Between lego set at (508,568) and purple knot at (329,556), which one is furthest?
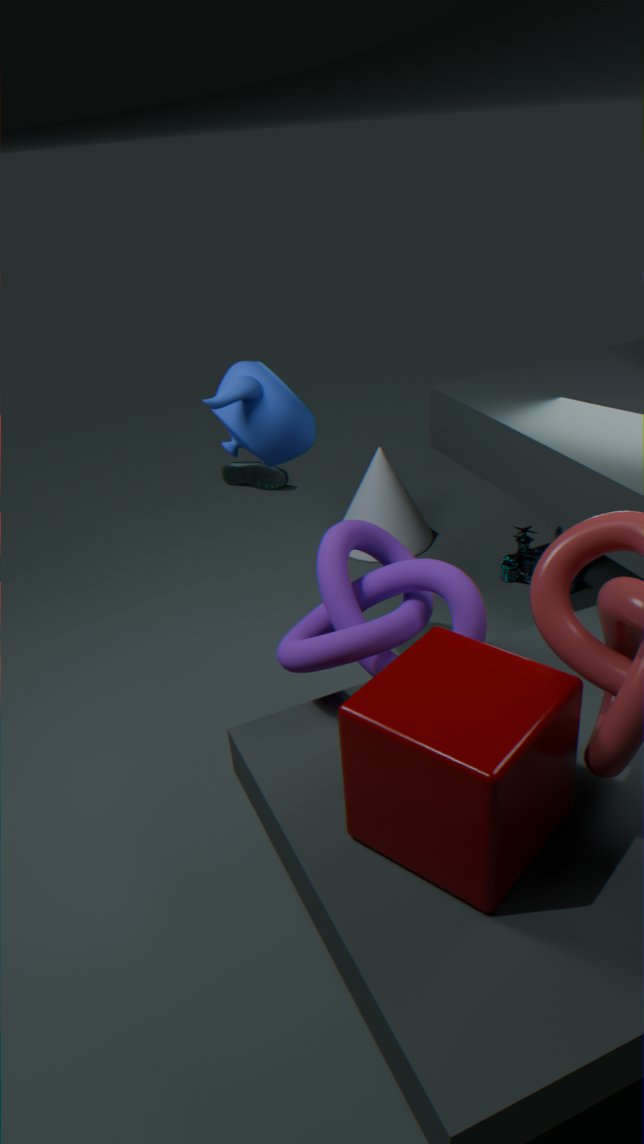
lego set at (508,568)
